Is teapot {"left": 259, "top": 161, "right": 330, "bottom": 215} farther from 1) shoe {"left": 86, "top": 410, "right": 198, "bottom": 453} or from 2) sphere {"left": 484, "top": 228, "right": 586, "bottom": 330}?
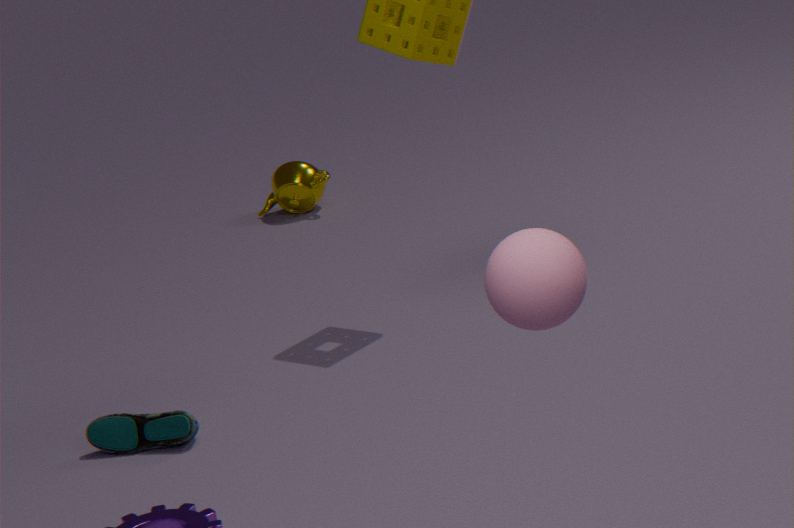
2) sphere {"left": 484, "top": 228, "right": 586, "bottom": 330}
